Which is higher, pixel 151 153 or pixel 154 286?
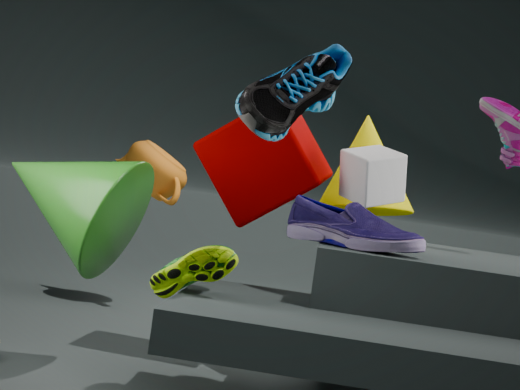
pixel 151 153
